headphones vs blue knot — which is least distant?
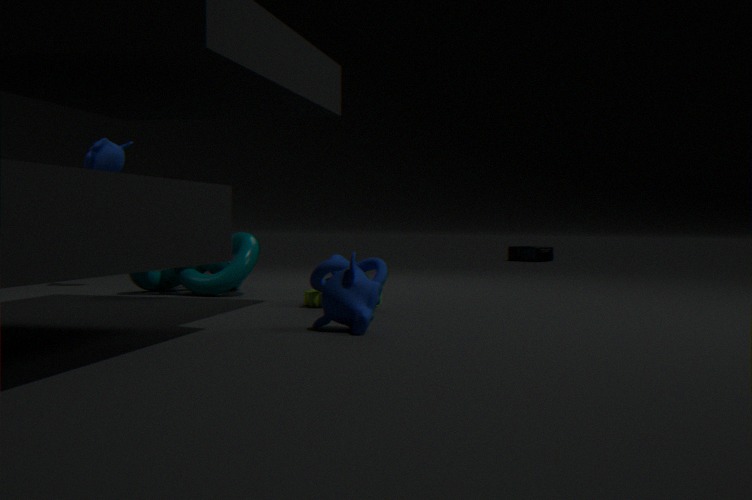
blue knot
